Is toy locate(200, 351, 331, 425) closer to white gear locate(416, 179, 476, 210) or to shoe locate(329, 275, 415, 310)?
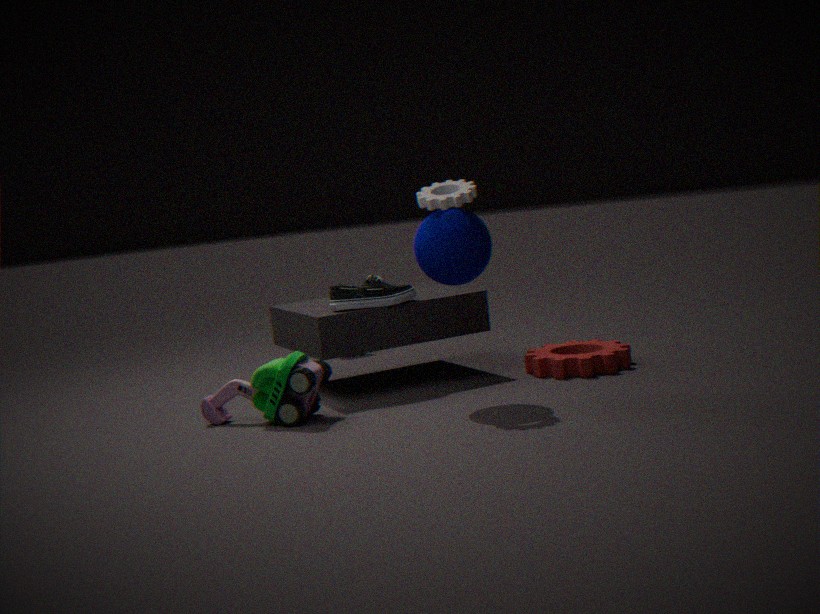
shoe locate(329, 275, 415, 310)
